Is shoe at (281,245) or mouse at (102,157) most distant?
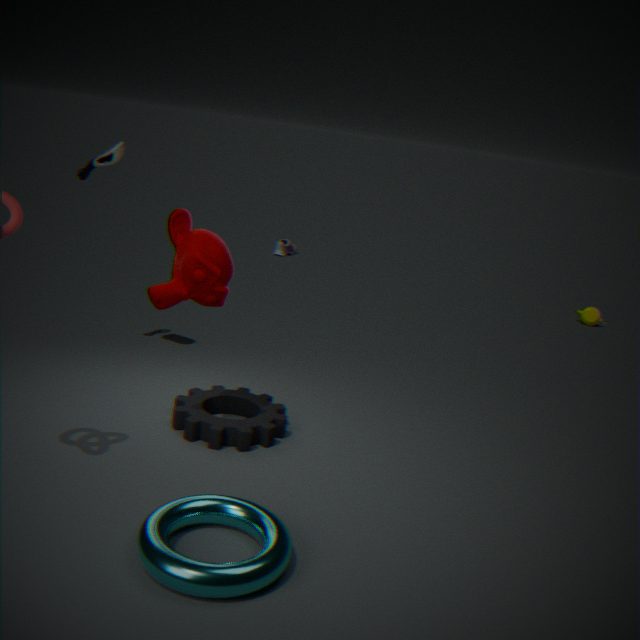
shoe at (281,245)
